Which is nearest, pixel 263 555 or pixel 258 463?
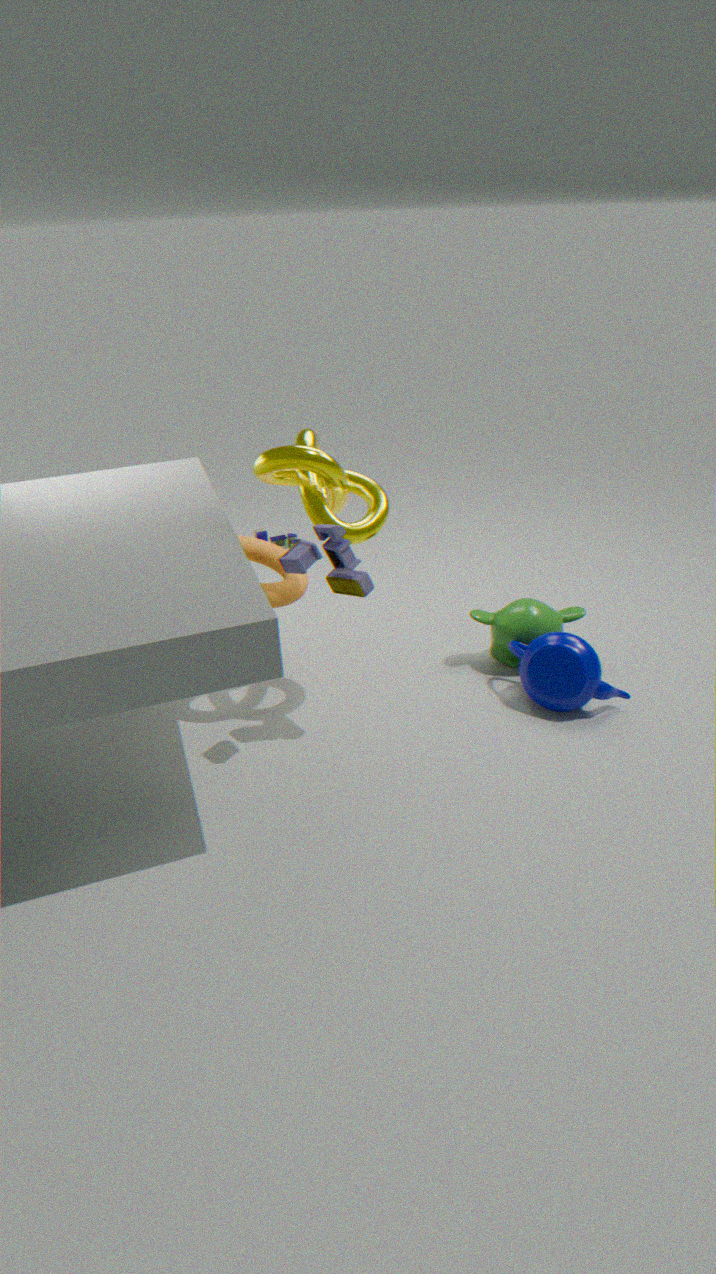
pixel 258 463
